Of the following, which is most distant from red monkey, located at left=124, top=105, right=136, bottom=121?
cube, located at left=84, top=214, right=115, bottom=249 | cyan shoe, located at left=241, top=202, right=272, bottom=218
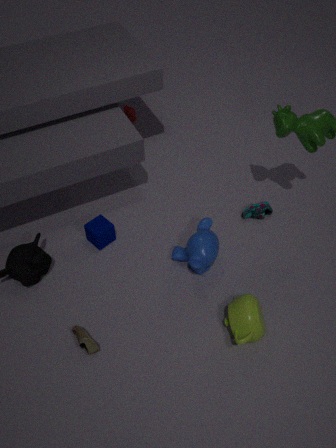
cyan shoe, located at left=241, top=202, right=272, bottom=218
